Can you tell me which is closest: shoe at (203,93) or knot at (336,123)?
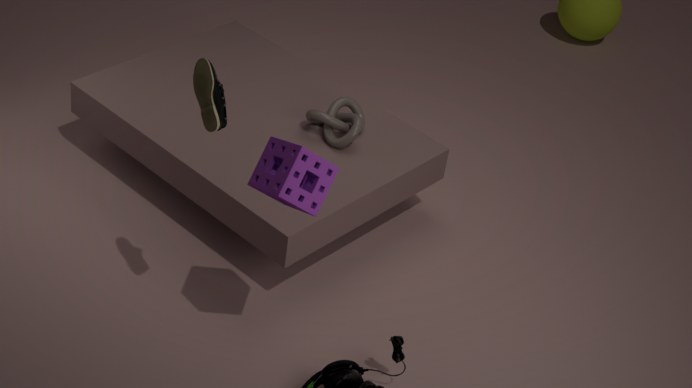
shoe at (203,93)
